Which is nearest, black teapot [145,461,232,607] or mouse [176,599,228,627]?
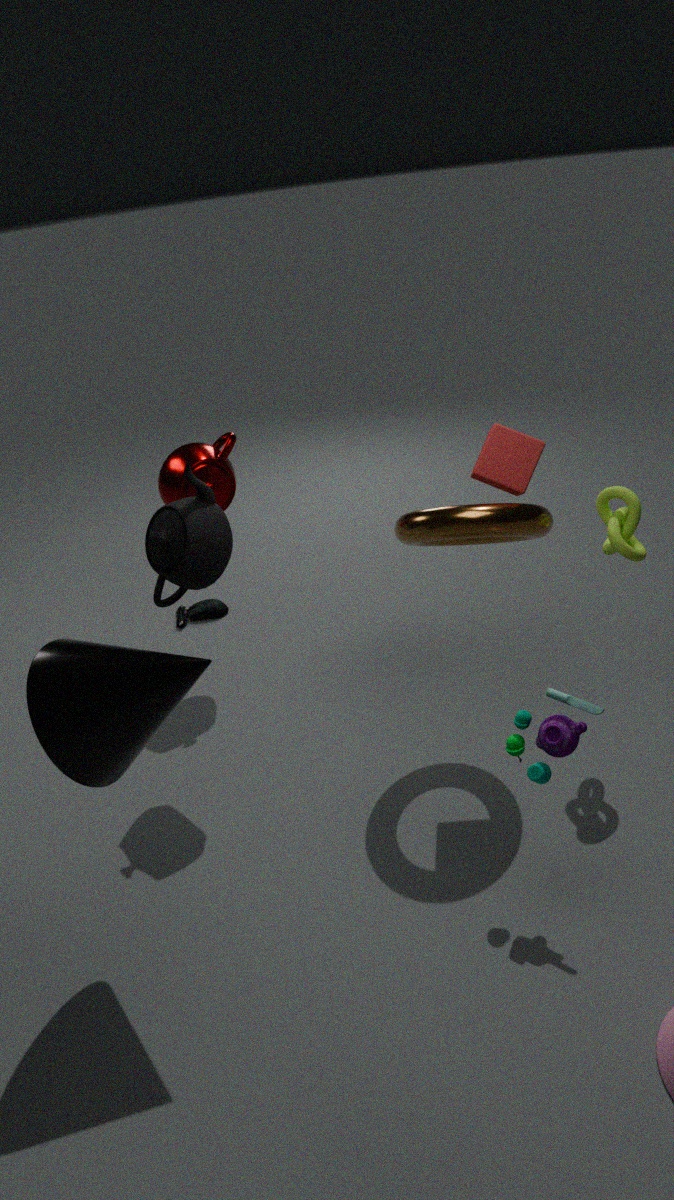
black teapot [145,461,232,607]
